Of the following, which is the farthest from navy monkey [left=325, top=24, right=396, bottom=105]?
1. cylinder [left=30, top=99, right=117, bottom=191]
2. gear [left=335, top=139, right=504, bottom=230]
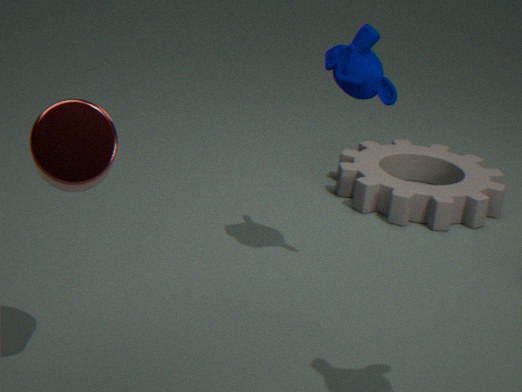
cylinder [left=30, top=99, right=117, bottom=191]
